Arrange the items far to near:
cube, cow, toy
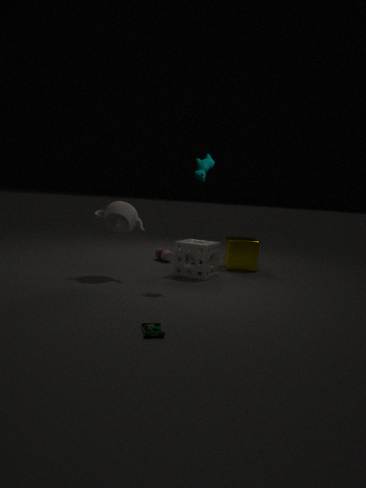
cube
cow
toy
